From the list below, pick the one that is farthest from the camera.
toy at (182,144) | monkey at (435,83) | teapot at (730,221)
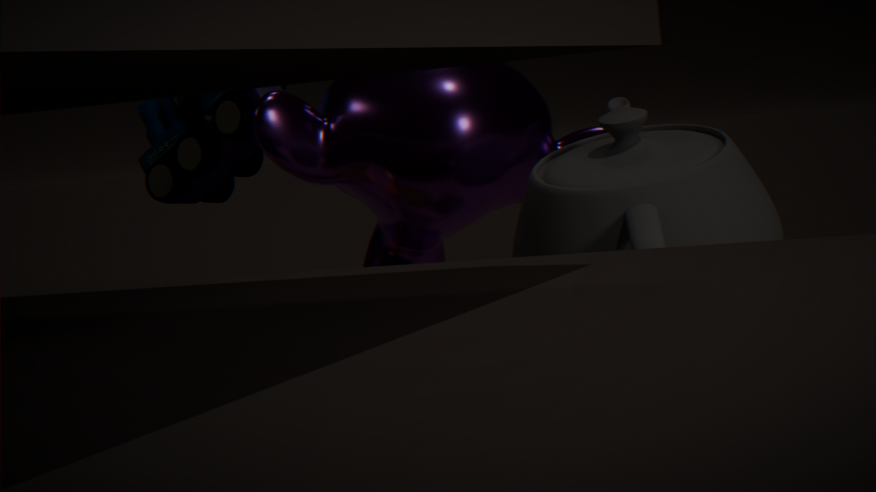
toy at (182,144)
